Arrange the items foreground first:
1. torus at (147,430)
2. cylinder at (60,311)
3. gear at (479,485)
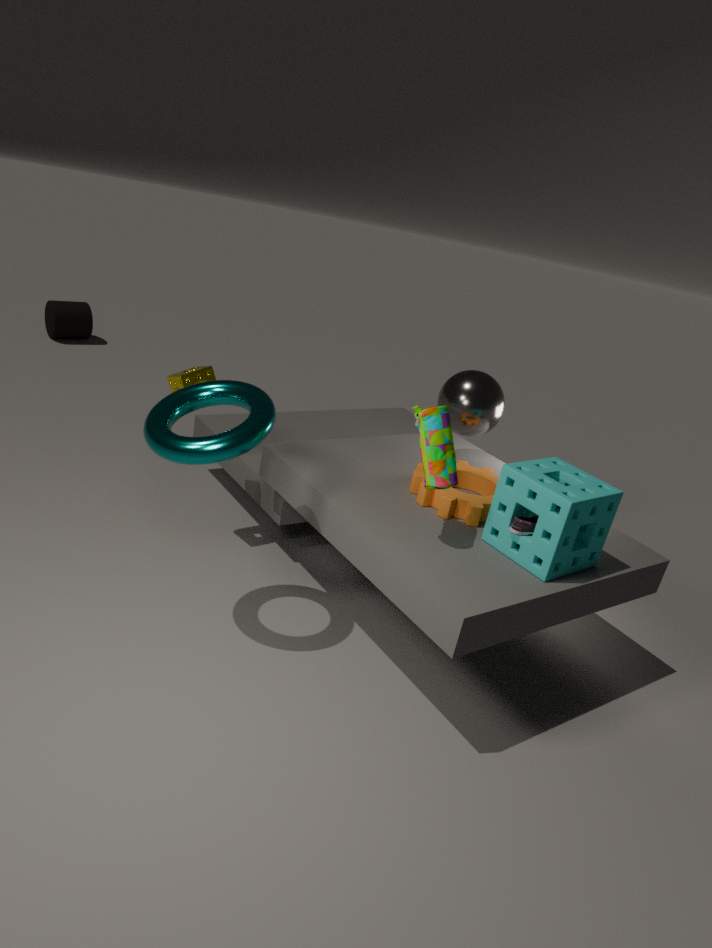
1. torus at (147,430)
2. gear at (479,485)
3. cylinder at (60,311)
